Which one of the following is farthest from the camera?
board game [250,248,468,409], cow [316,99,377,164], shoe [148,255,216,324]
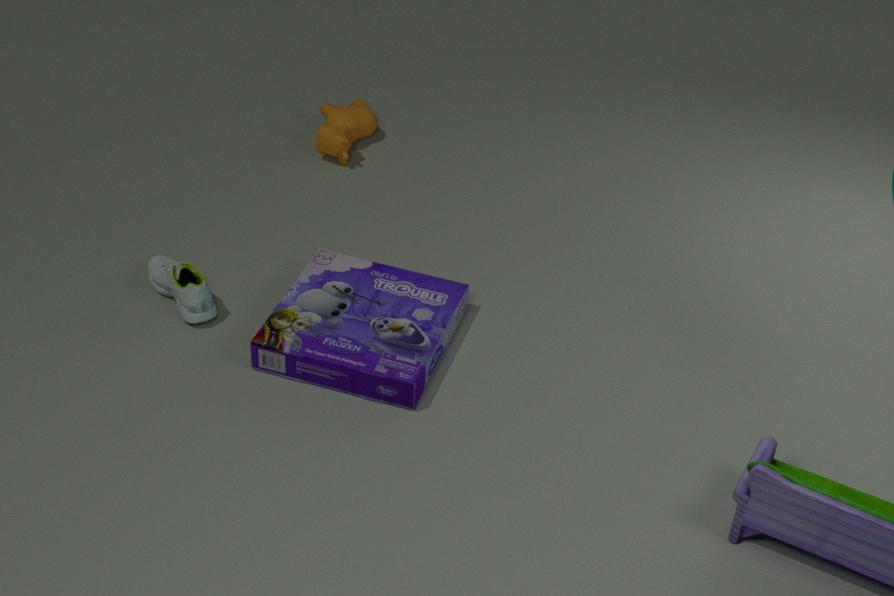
cow [316,99,377,164]
